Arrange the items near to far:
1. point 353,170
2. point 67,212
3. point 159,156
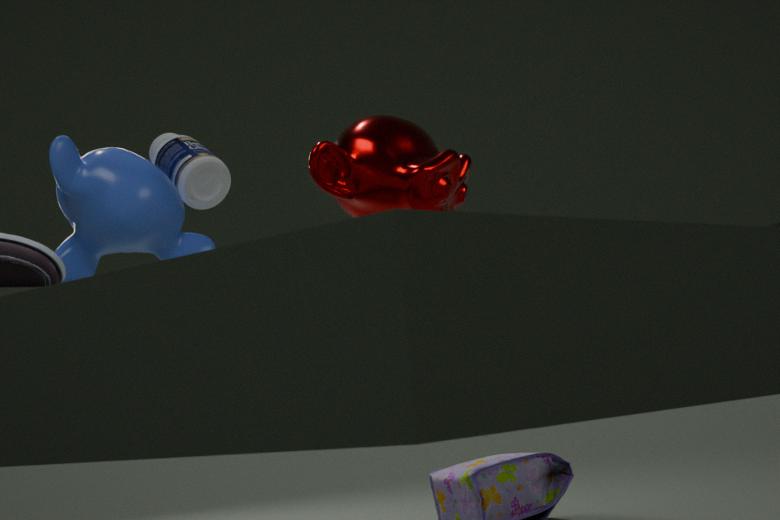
point 353,170 < point 67,212 < point 159,156
